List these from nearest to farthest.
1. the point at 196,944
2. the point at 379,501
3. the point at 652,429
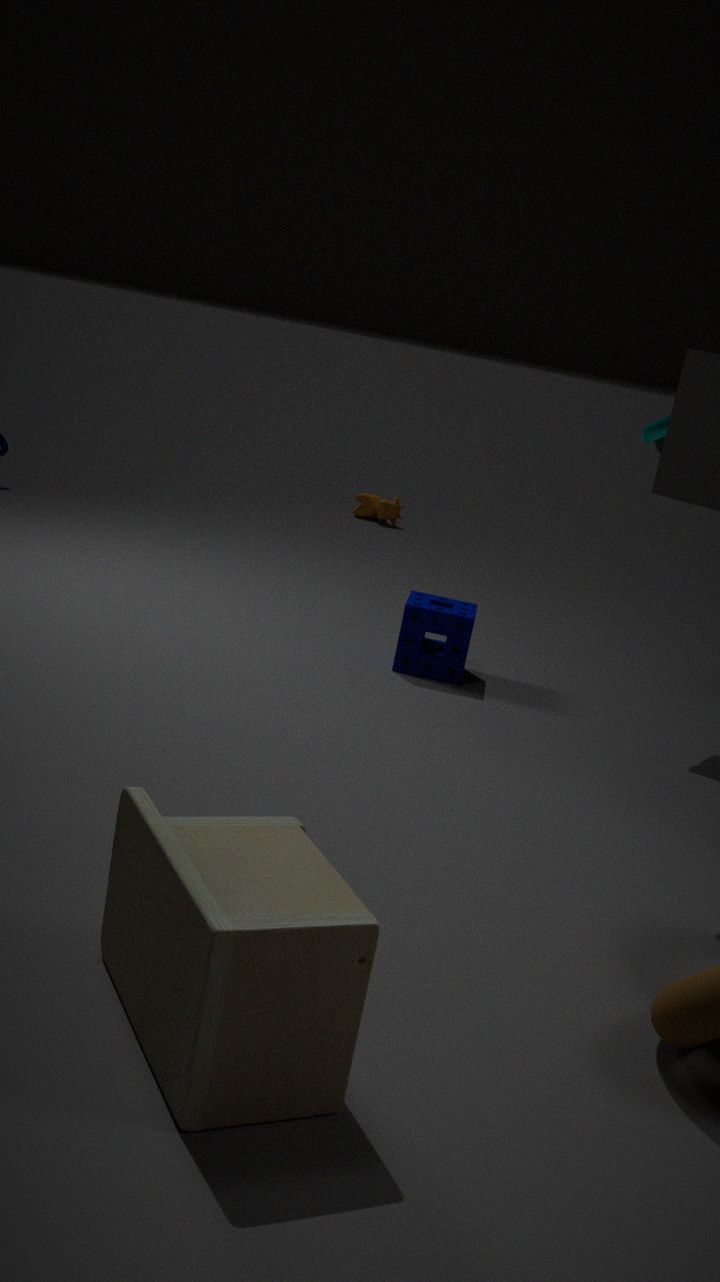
1. the point at 196,944
2. the point at 652,429
3. the point at 379,501
